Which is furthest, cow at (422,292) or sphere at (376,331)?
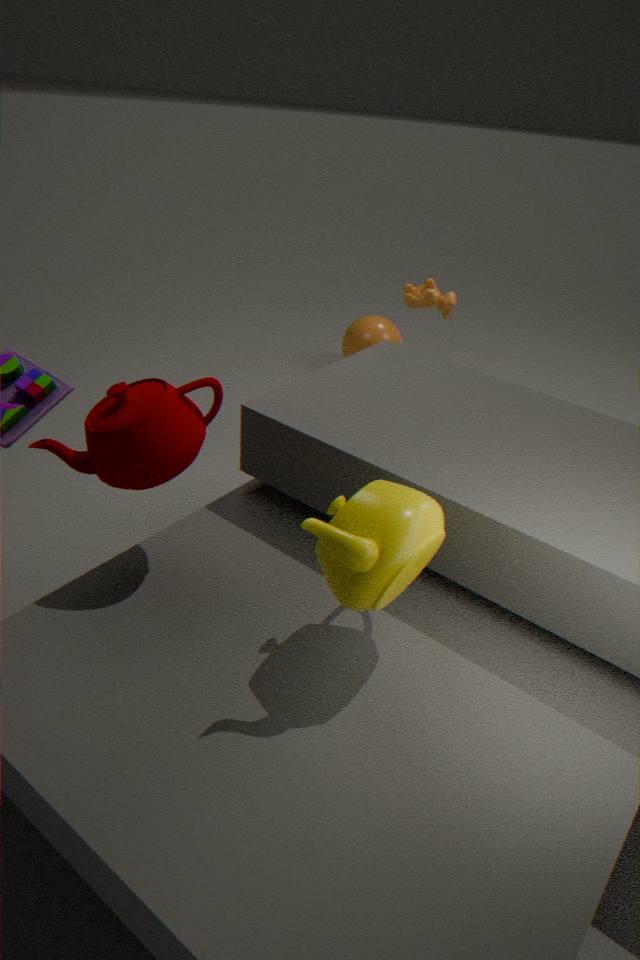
sphere at (376,331)
